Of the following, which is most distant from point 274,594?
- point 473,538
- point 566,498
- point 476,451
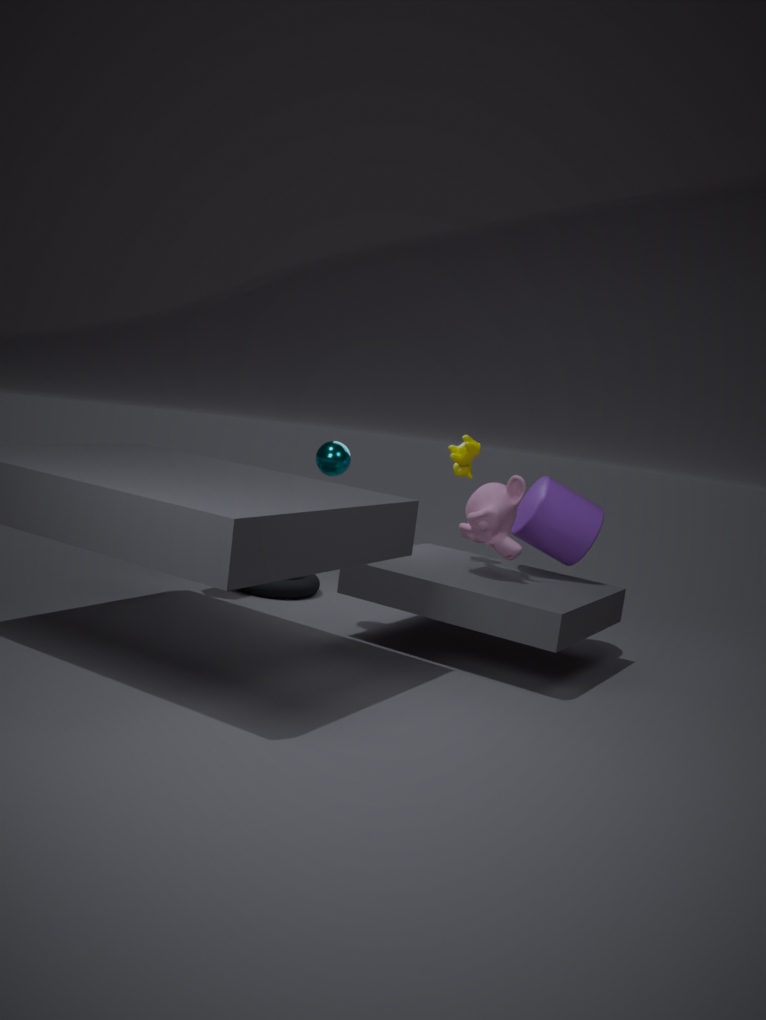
point 566,498
